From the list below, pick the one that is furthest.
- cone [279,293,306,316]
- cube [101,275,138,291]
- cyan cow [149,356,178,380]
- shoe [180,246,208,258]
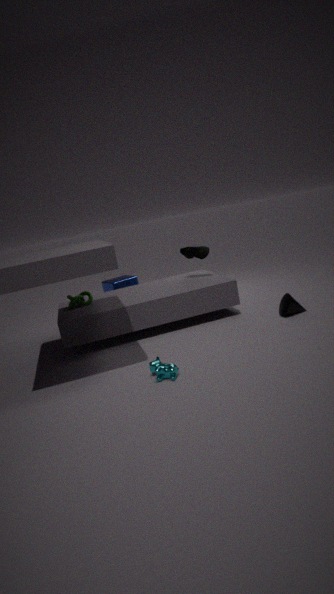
cube [101,275,138,291]
